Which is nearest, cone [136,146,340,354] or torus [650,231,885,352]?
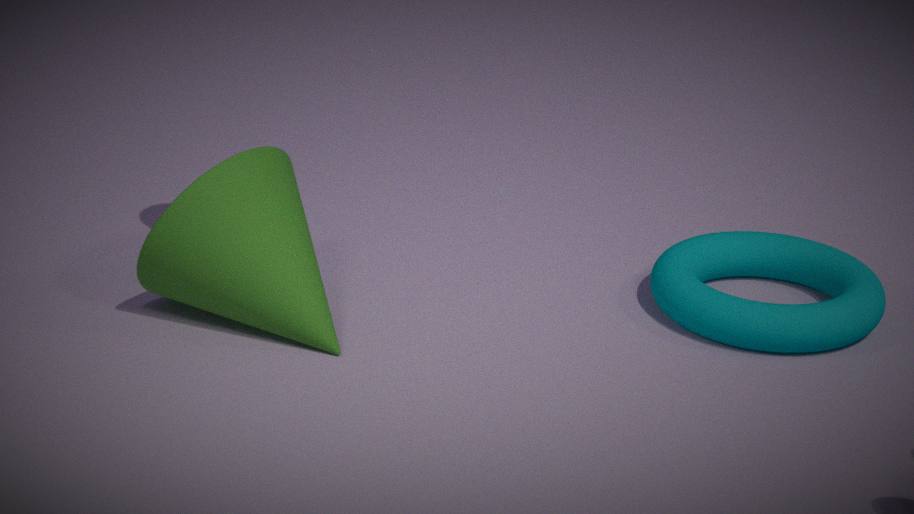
cone [136,146,340,354]
